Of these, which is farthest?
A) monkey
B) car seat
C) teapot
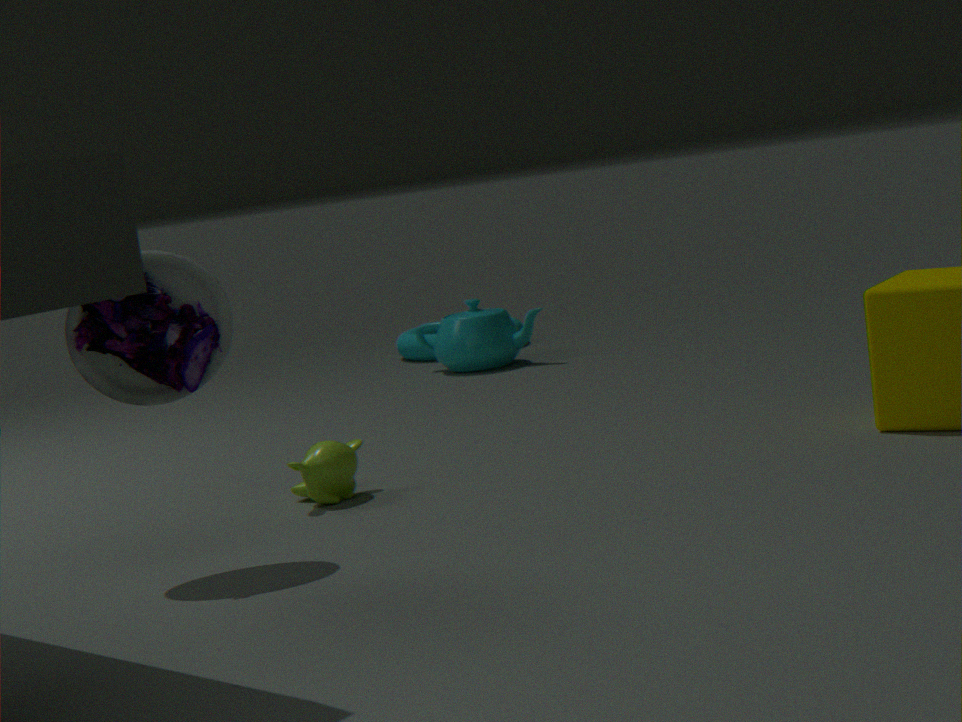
teapot
